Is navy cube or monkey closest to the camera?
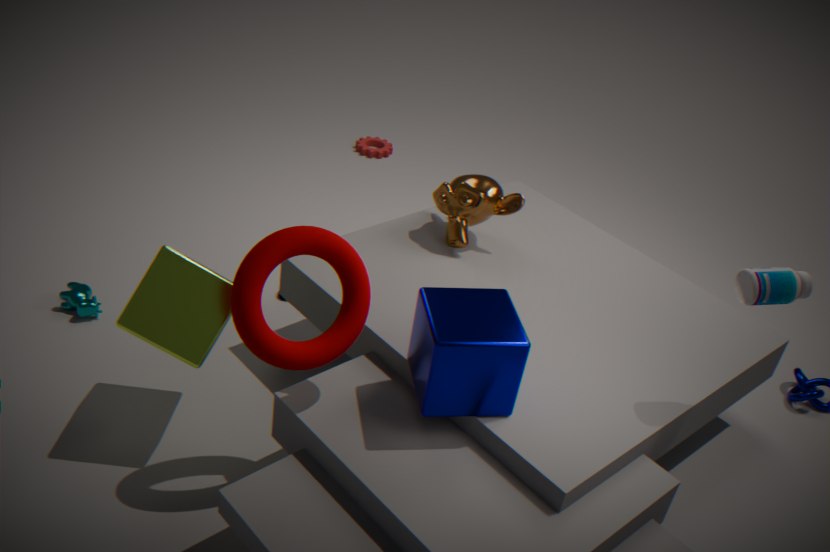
navy cube
